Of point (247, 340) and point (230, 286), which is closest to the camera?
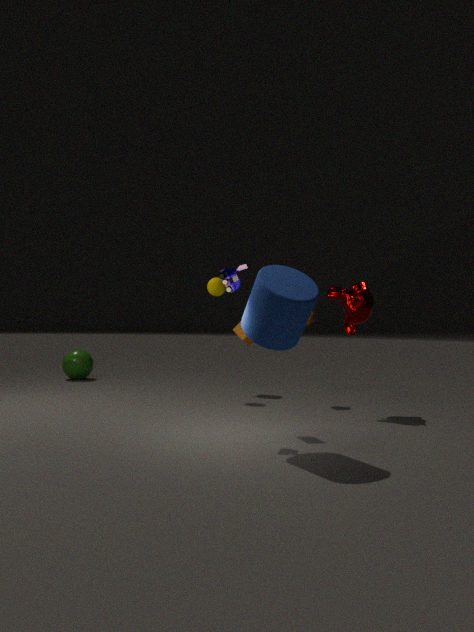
point (230, 286)
